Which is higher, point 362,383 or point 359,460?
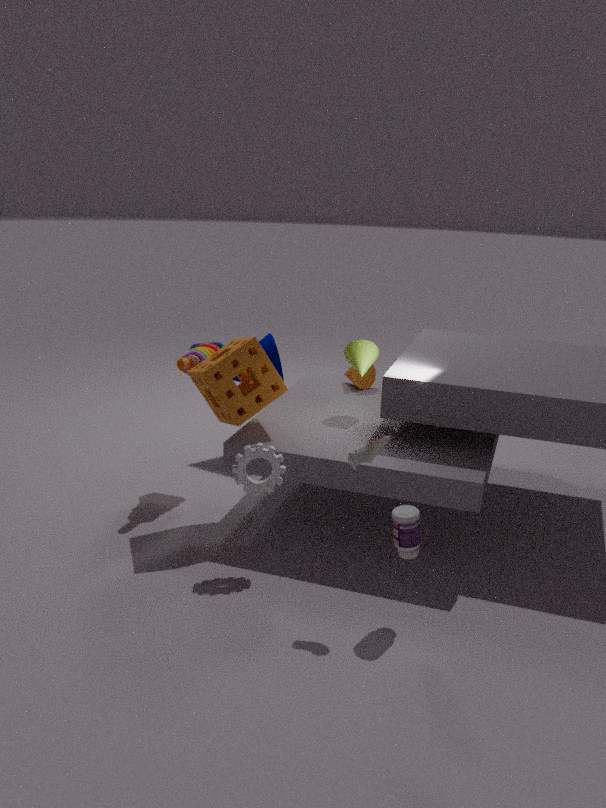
point 359,460
